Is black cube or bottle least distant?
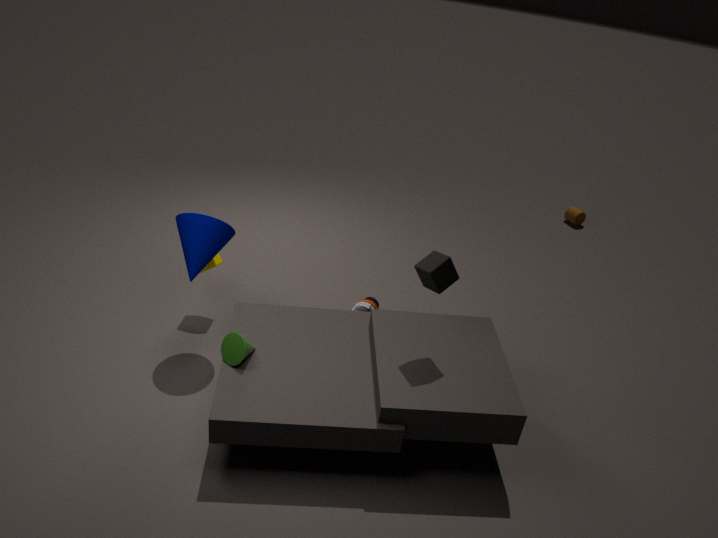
black cube
